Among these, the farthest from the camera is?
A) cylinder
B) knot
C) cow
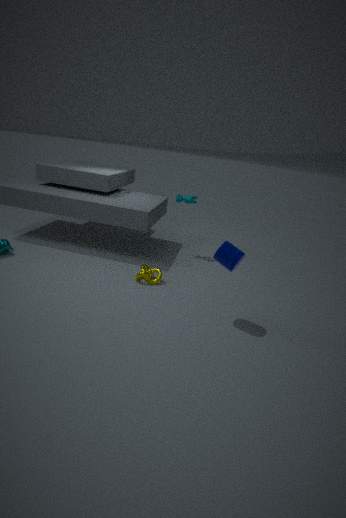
cow
